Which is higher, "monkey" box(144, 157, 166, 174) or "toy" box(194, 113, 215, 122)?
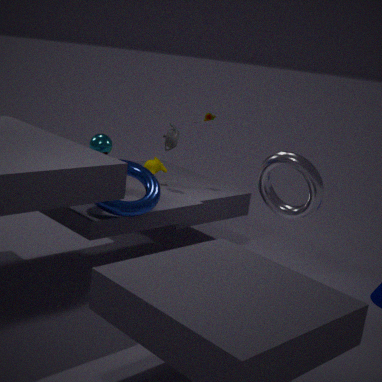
"toy" box(194, 113, 215, 122)
